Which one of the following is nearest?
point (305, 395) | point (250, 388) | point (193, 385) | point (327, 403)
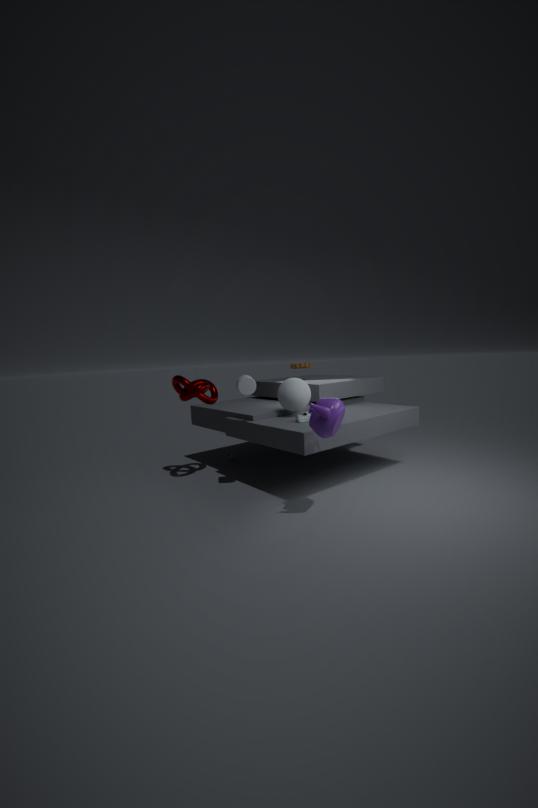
point (327, 403)
